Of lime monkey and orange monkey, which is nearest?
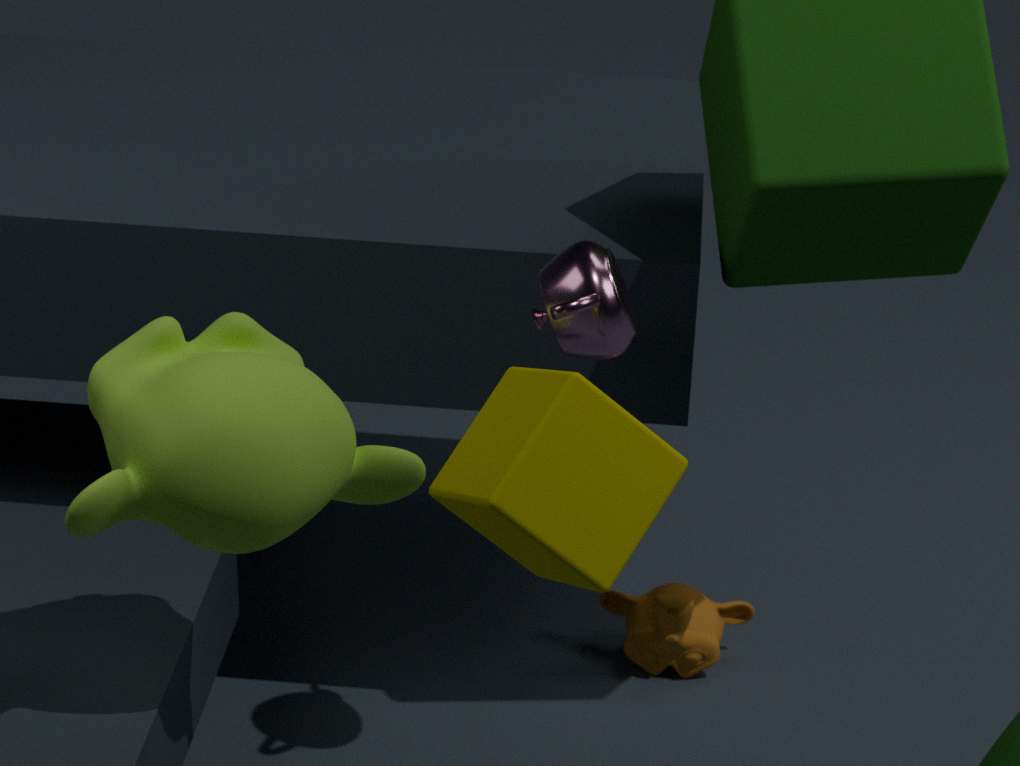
lime monkey
